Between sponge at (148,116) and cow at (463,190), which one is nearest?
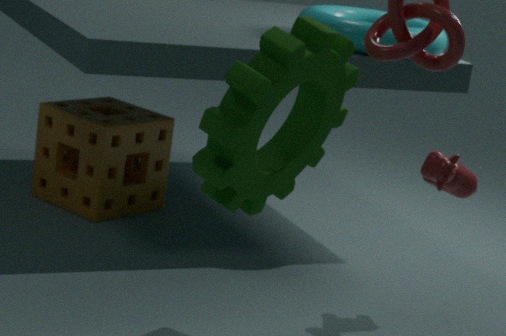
cow at (463,190)
